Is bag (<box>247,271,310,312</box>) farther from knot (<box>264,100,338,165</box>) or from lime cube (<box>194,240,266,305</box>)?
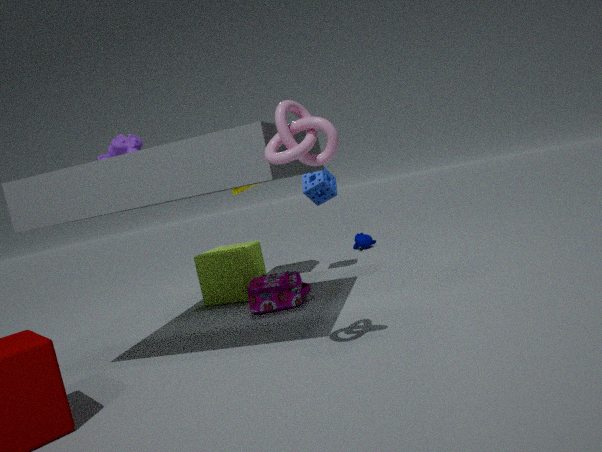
knot (<box>264,100,338,165</box>)
